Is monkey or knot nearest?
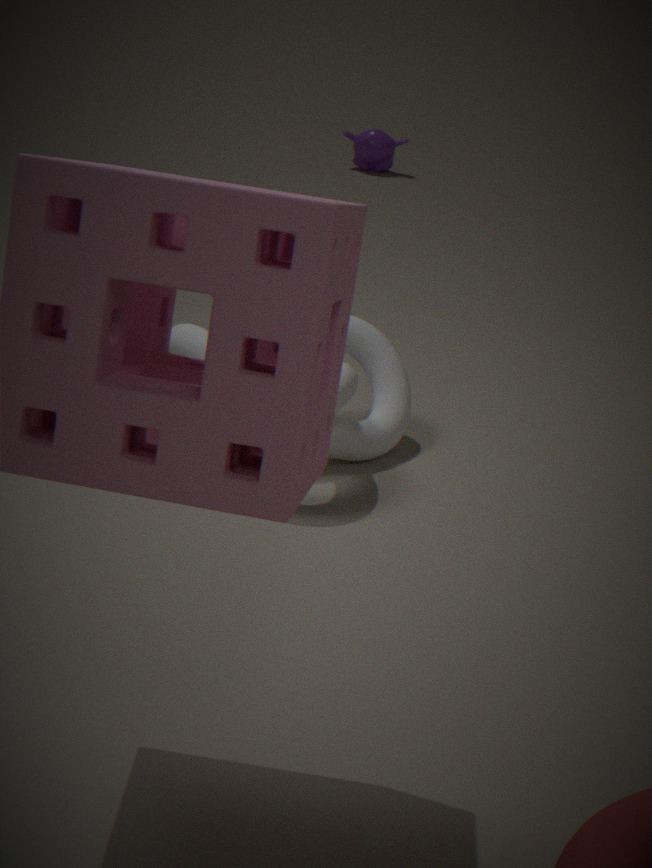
knot
